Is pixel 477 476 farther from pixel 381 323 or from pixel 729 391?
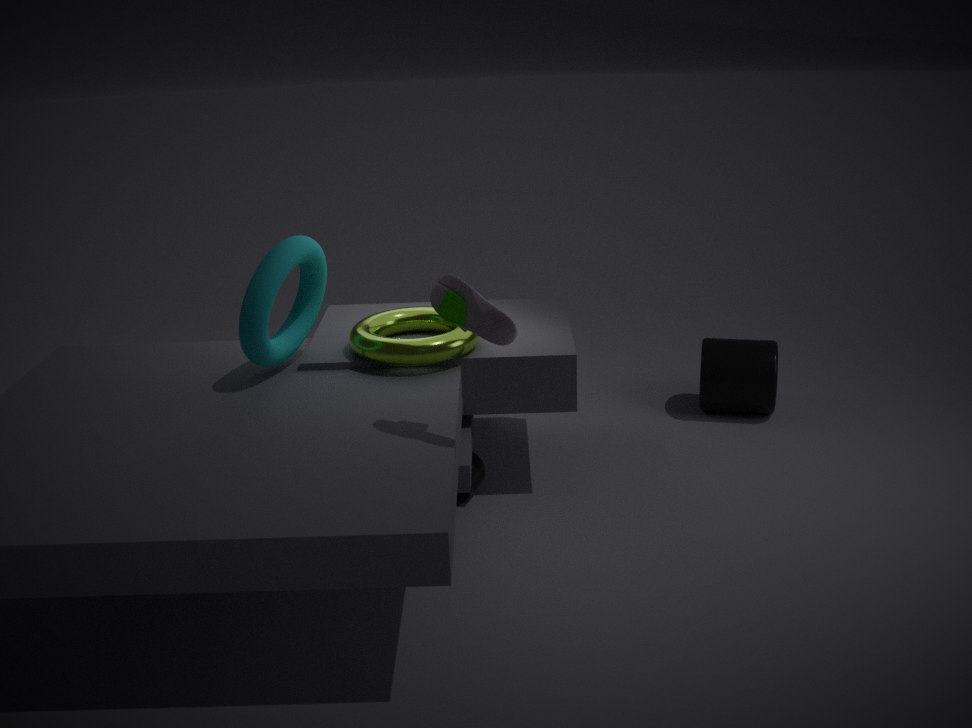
pixel 729 391
